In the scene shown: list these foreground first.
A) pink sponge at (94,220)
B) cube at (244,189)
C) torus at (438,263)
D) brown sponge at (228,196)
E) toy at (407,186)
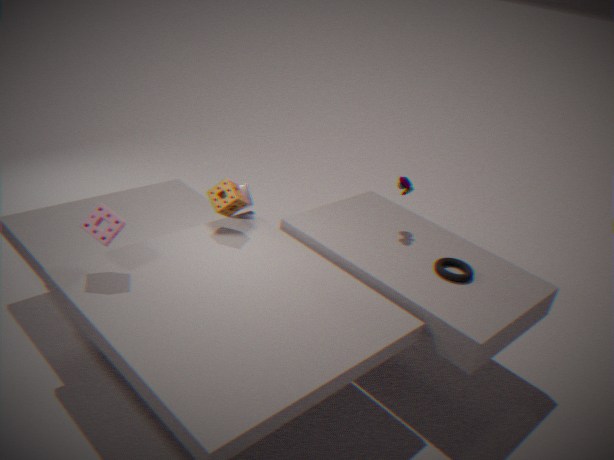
pink sponge at (94,220)
torus at (438,263)
brown sponge at (228,196)
toy at (407,186)
cube at (244,189)
